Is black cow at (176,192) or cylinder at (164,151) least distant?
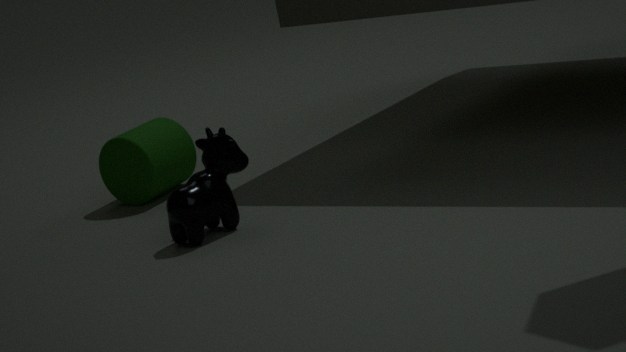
black cow at (176,192)
